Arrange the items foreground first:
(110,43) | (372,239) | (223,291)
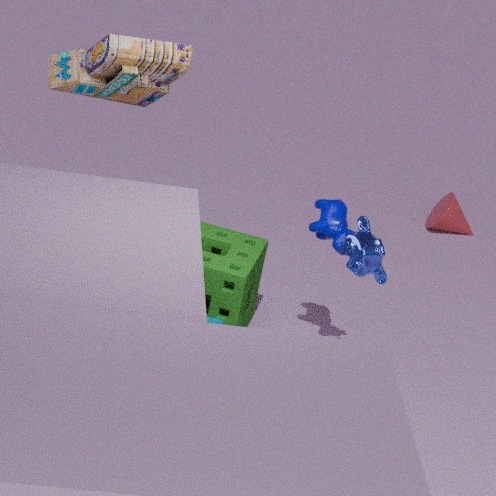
(110,43) → (372,239) → (223,291)
